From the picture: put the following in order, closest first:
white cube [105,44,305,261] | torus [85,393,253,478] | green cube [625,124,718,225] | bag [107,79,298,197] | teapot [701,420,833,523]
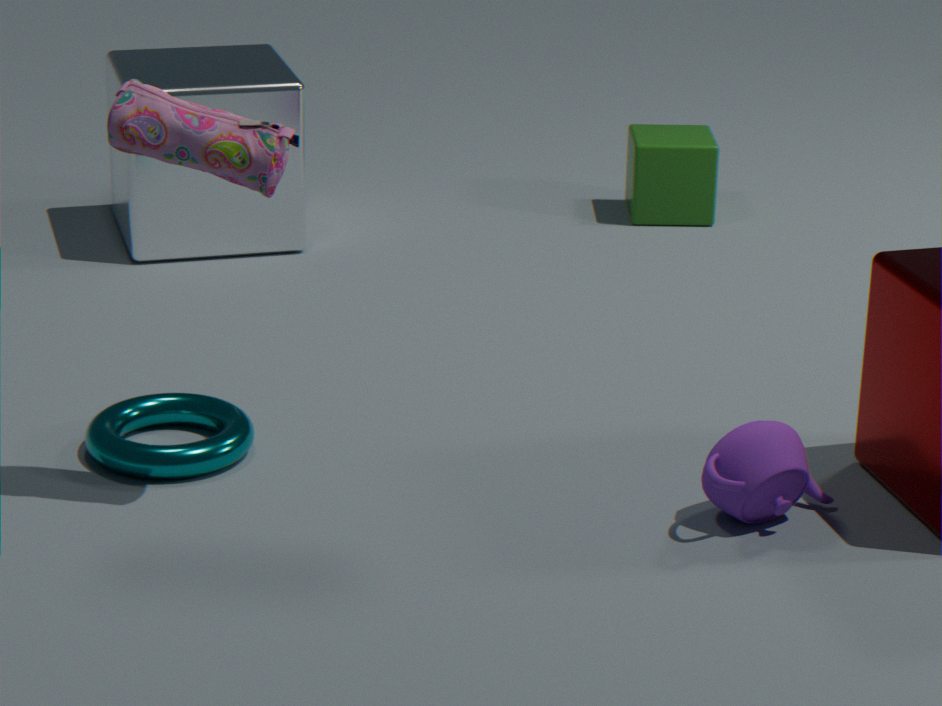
1. bag [107,79,298,197]
2. teapot [701,420,833,523]
3. torus [85,393,253,478]
4. white cube [105,44,305,261]
5. green cube [625,124,718,225]
